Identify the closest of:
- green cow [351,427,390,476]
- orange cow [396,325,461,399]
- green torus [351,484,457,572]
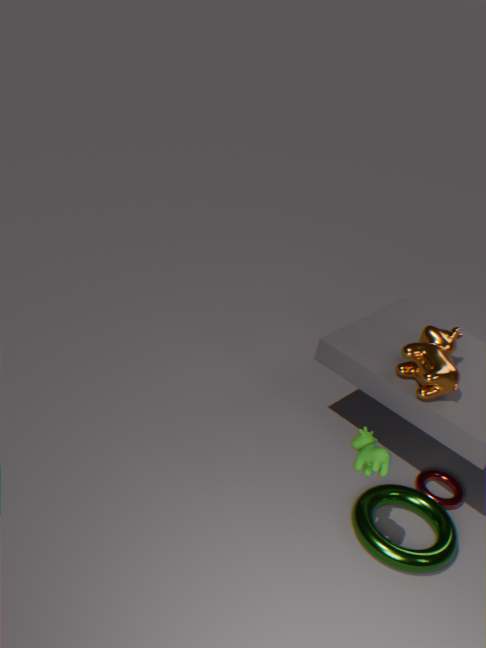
green cow [351,427,390,476]
